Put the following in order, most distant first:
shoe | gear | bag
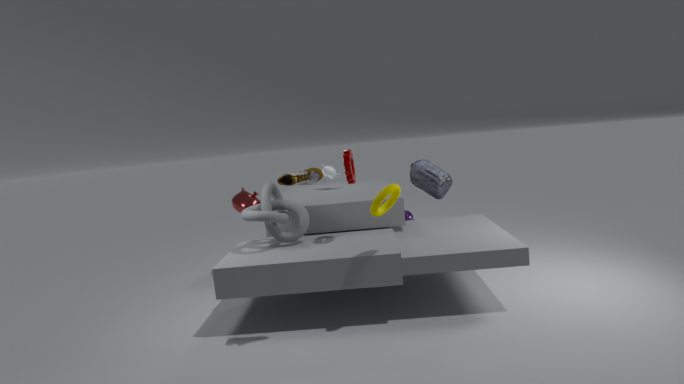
1. bag
2. gear
3. shoe
